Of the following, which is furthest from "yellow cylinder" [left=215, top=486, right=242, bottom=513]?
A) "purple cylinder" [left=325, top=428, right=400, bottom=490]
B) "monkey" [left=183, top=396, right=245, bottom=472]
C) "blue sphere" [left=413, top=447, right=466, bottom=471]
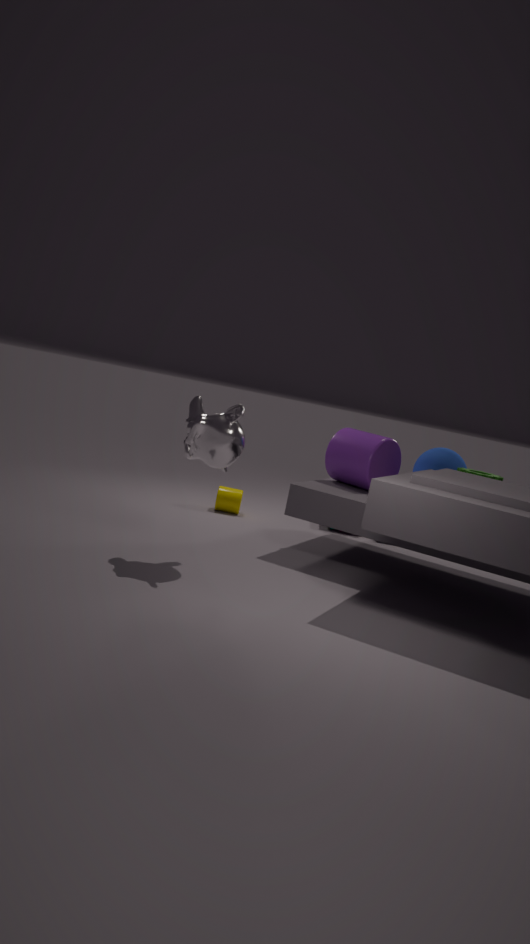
"monkey" [left=183, top=396, right=245, bottom=472]
